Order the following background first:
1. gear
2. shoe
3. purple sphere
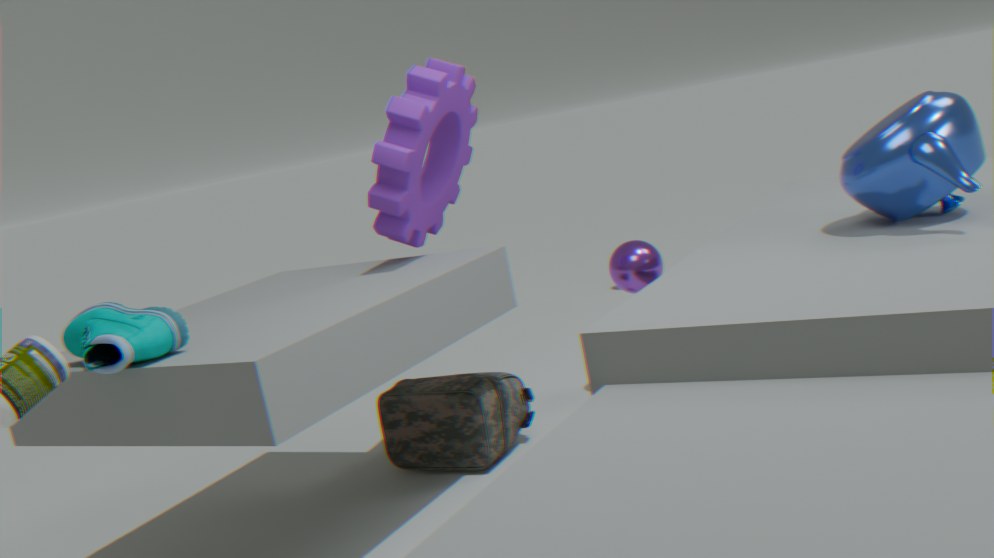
purple sphere, gear, shoe
